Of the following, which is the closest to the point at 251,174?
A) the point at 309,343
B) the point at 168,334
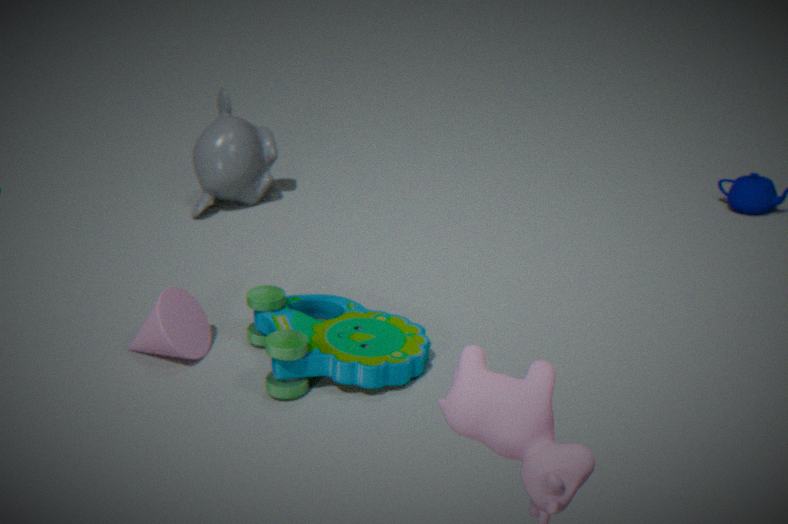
the point at 168,334
